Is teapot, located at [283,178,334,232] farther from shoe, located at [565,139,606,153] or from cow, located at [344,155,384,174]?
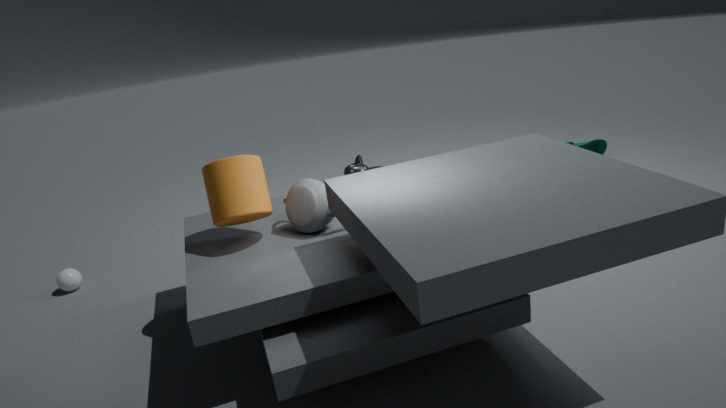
shoe, located at [565,139,606,153]
